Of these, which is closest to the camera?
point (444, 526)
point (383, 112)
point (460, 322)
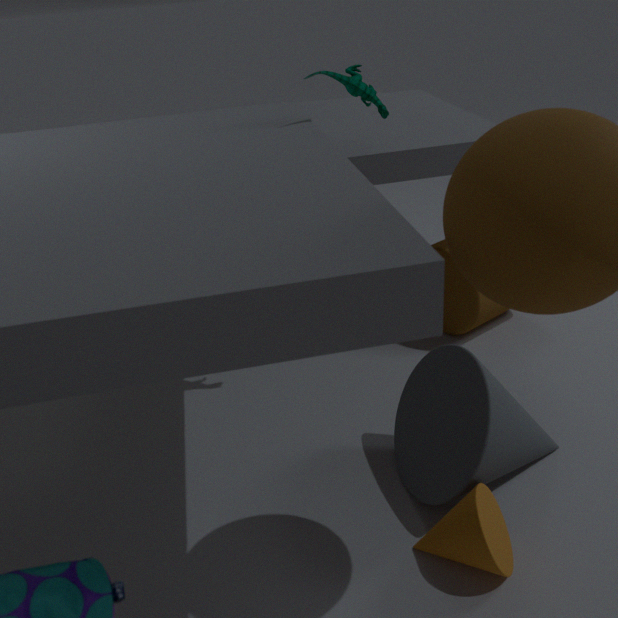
point (444, 526)
